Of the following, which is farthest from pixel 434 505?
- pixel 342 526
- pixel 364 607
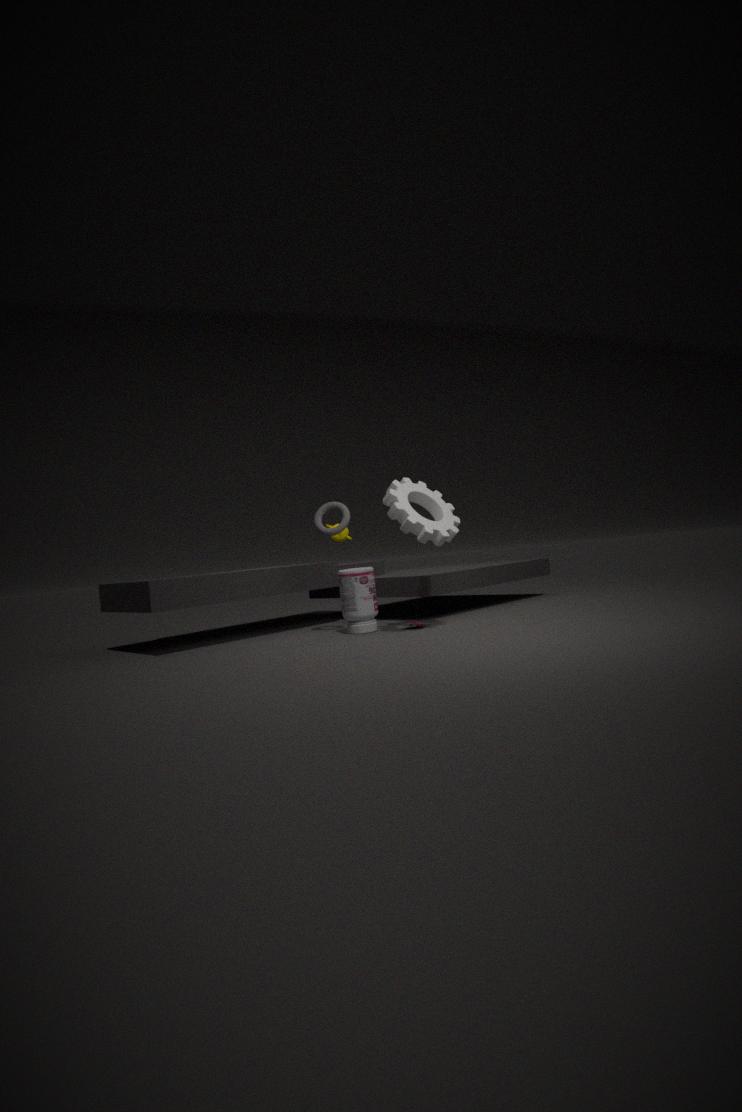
pixel 364 607
